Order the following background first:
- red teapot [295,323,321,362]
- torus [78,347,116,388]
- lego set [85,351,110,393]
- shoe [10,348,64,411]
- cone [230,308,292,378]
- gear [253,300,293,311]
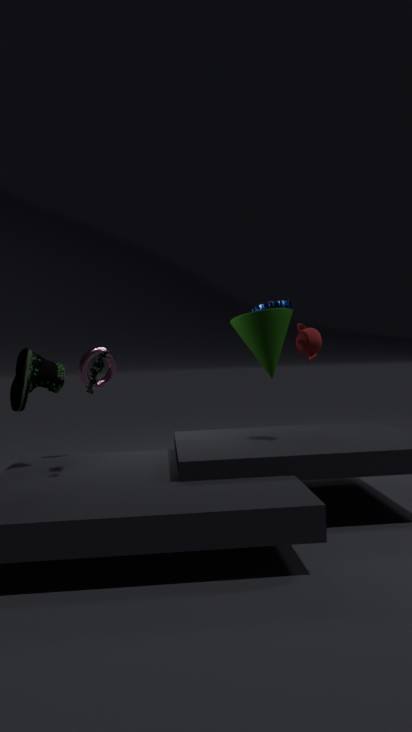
gear [253,300,293,311], cone [230,308,292,378], torus [78,347,116,388], red teapot [295,323,321,362], shoe [10,348,64,411], lego set [85,351,110,393]
